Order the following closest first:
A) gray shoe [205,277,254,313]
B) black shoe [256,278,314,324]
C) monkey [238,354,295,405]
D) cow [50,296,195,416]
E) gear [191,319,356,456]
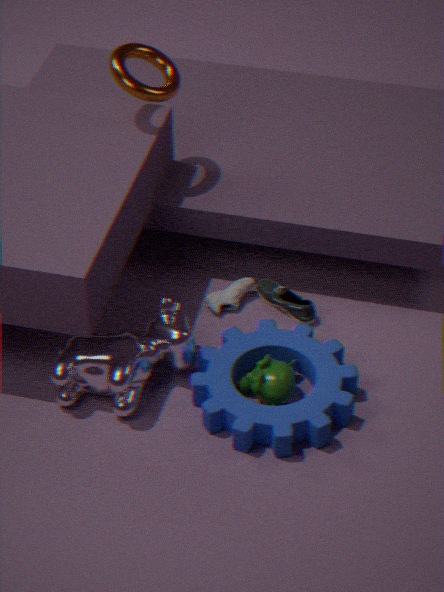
gear [191,319,356,456] < cow [50,296,195,416] < monkey [238,354,295,405] < black shoe [256,278,314,324] < gray shoe [205,277,254,313]
